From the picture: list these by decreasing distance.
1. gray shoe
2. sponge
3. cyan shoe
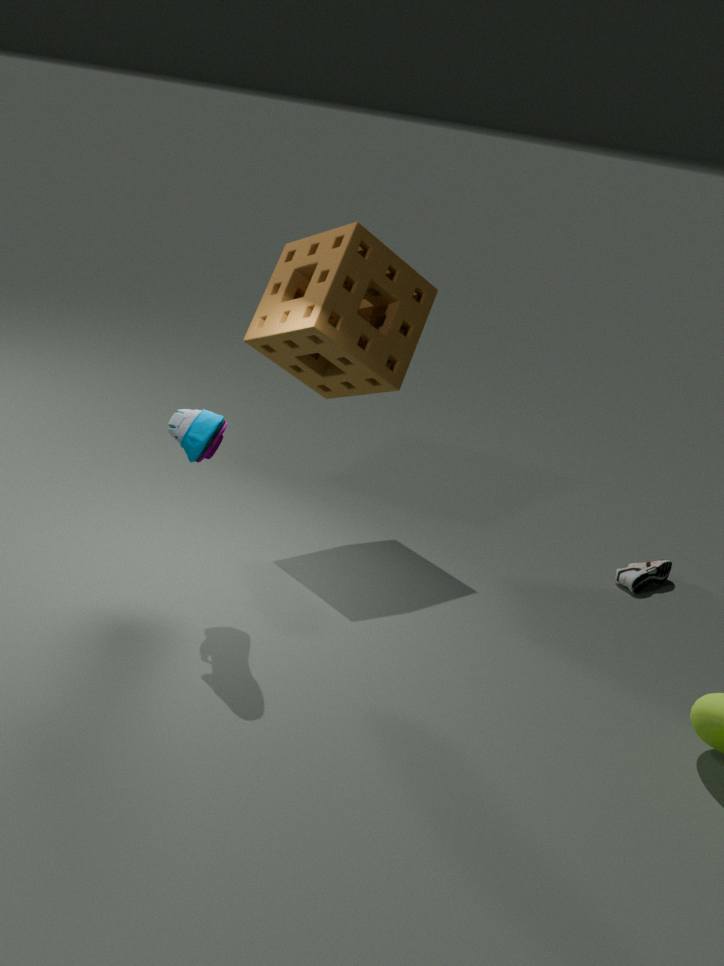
gray shoe, sponge, cyan shoe
